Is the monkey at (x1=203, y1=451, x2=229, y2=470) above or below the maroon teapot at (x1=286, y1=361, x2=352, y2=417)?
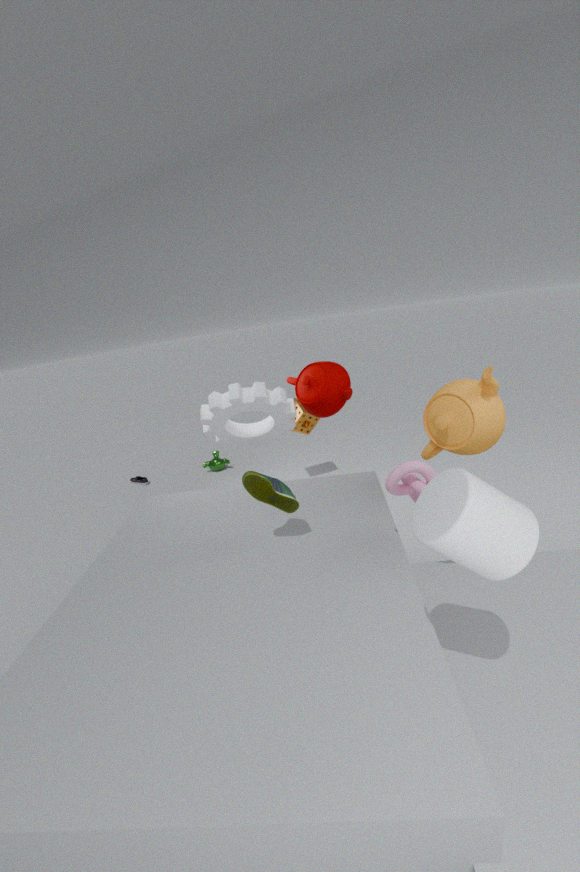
below
